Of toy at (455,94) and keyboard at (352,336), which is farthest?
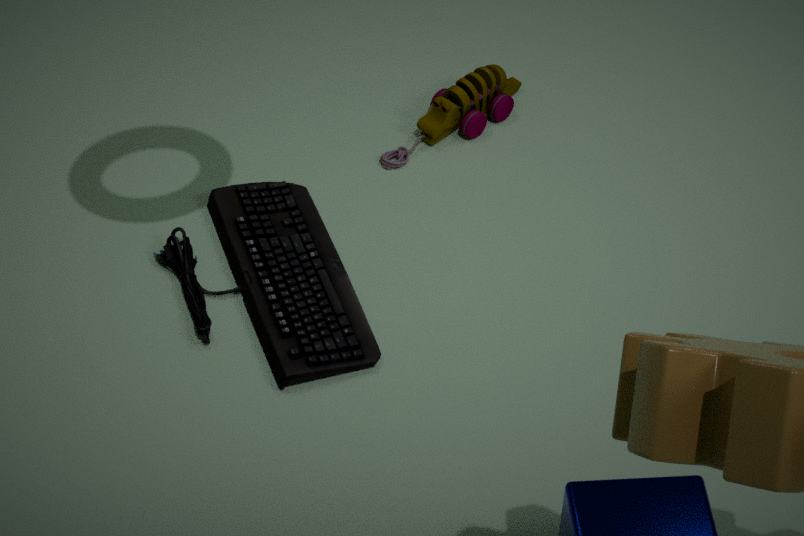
toy at (455,94)
